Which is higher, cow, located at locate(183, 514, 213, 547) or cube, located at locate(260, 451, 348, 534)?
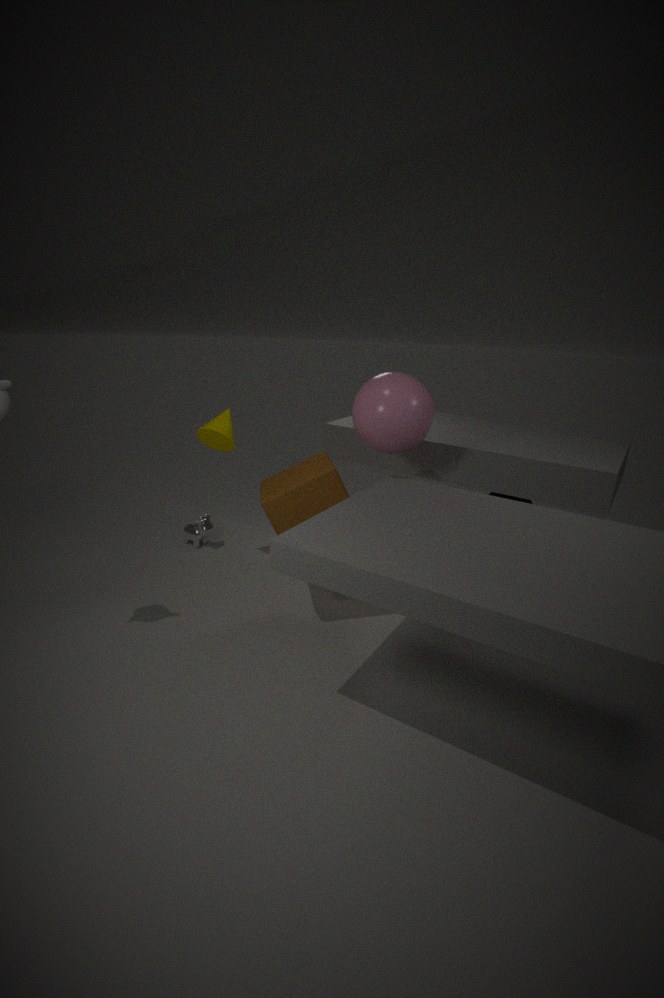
cube, located at locate(260, 451, 348, 534)
